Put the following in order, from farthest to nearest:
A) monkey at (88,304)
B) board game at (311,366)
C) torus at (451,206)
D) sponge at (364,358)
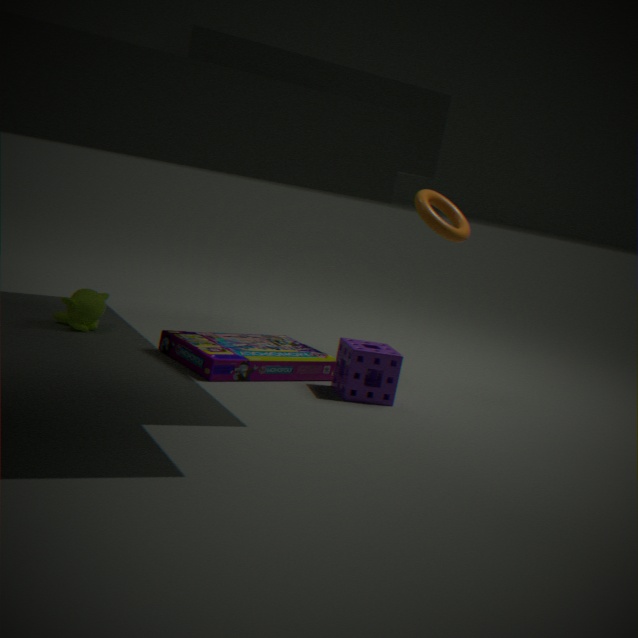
torus at (451,206) → monkey at (88,304) → sponge at (364,358) → board game at (311,366)
